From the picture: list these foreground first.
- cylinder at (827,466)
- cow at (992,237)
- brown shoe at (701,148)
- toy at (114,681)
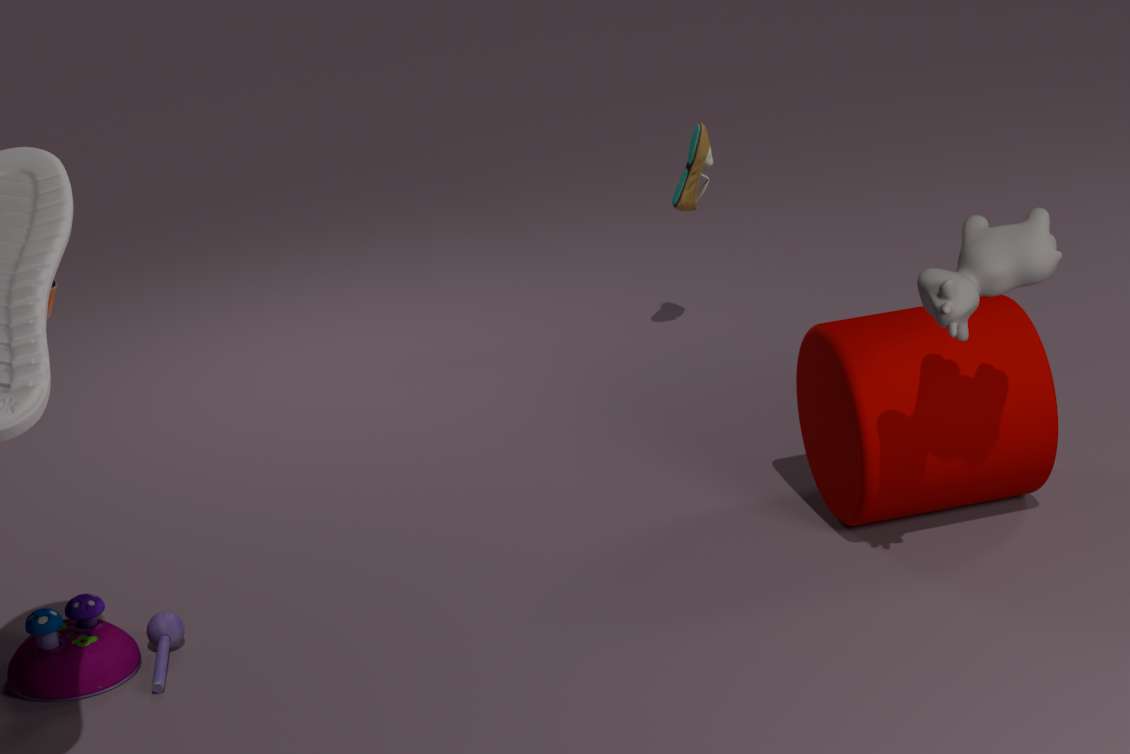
cow at (992,237), toy at (114,681), cylinder at (827,466), brown shoe at (701,148)
